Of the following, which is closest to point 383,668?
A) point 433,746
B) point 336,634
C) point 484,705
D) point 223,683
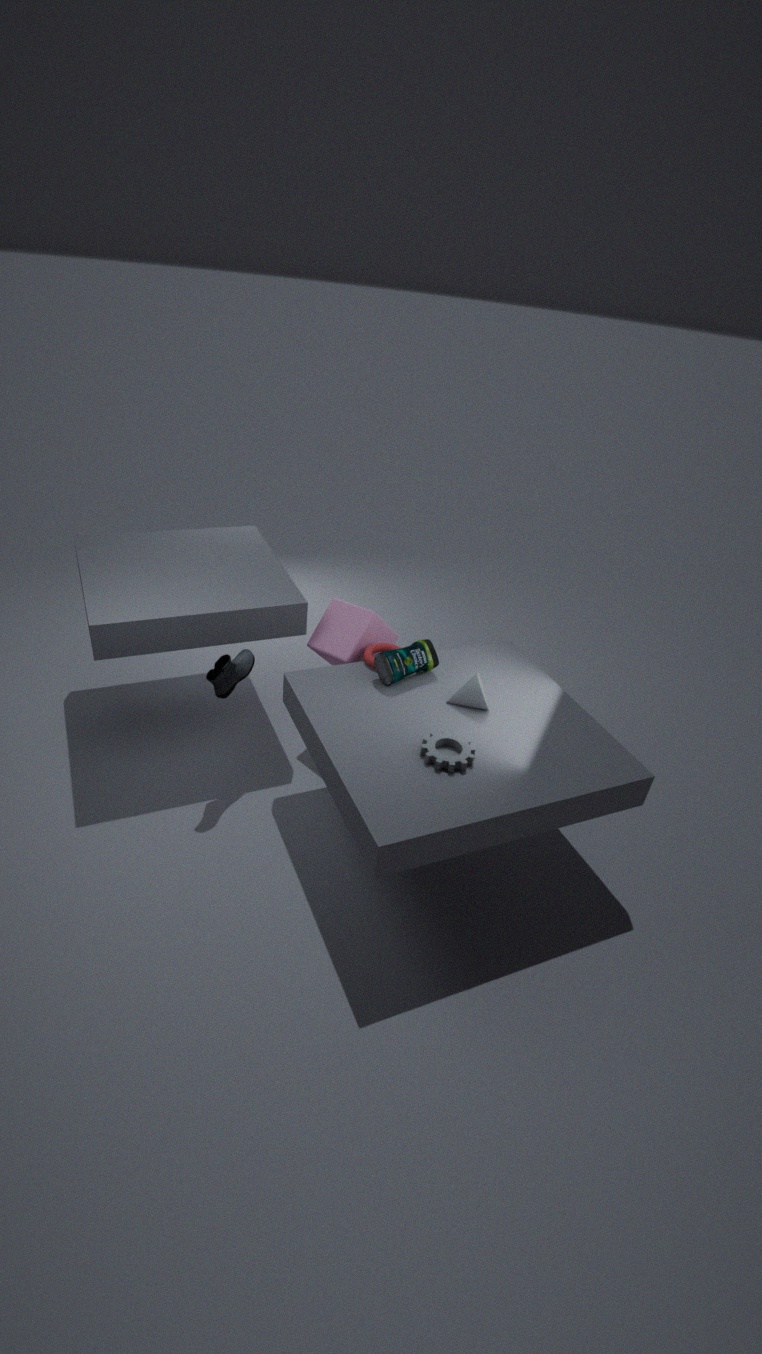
point 484,705
